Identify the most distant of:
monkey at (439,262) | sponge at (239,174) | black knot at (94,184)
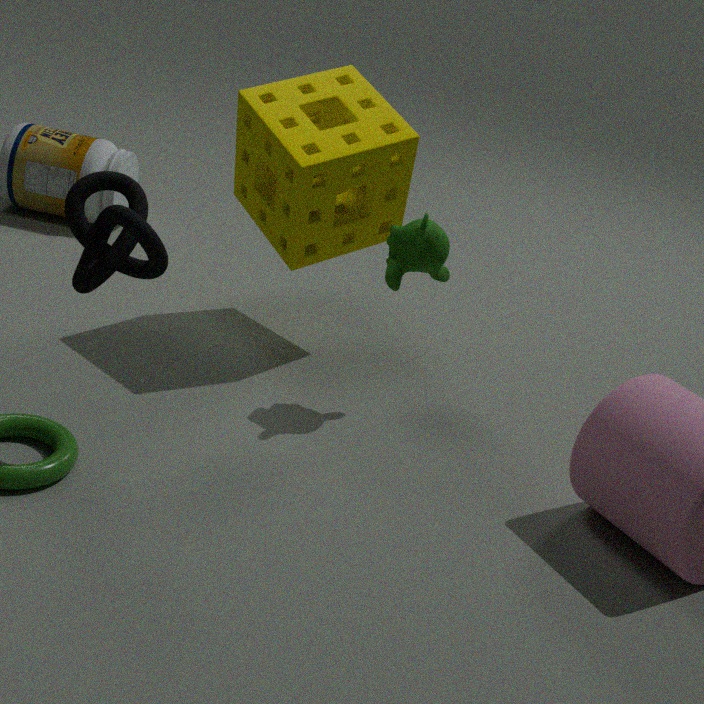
sponge at (239,174)
